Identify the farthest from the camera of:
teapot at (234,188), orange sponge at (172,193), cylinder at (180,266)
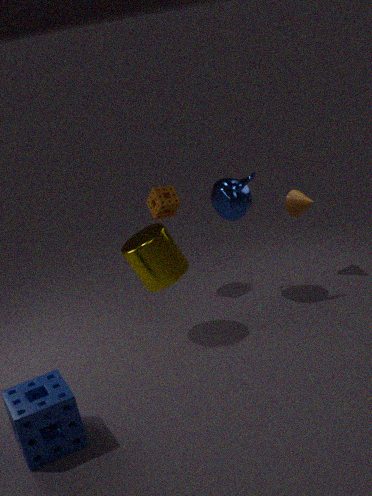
orange sponge at (172,193)
